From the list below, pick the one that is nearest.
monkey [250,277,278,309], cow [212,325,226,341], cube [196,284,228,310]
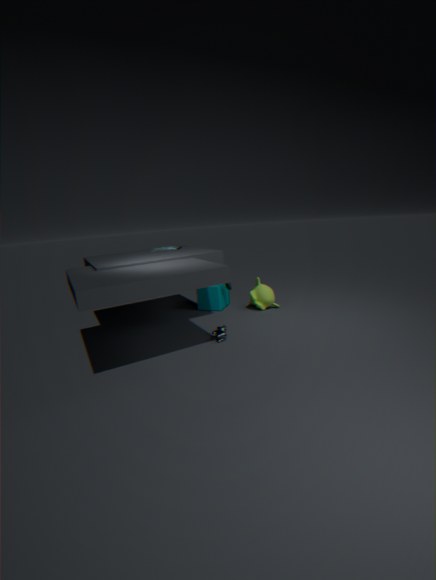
cow [212,325,226,341]
